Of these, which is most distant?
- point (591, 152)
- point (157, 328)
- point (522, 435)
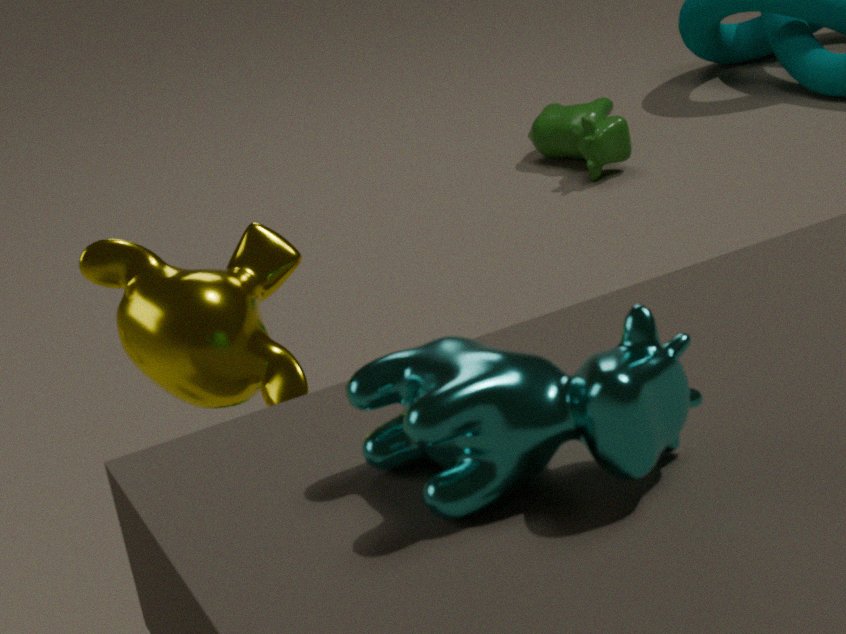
point (591, 152)
